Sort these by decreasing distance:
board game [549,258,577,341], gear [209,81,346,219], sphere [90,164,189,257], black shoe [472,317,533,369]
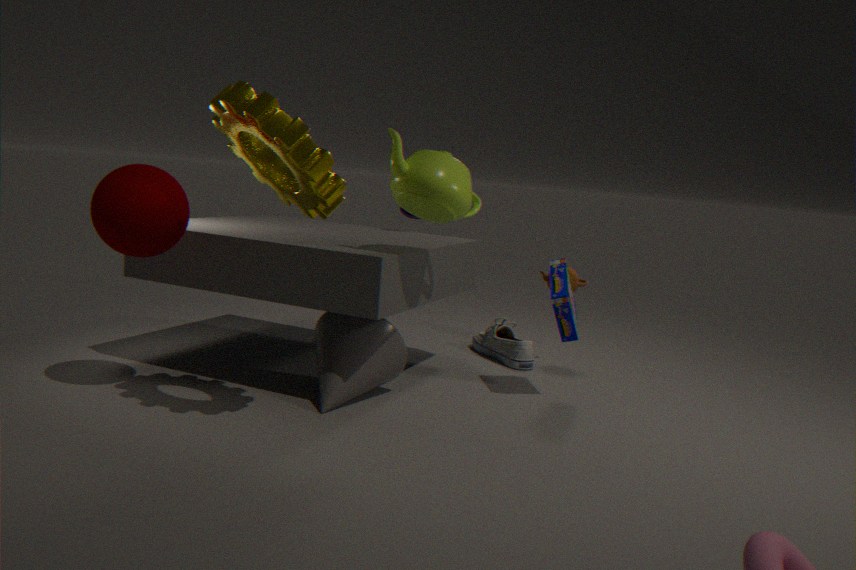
black shoe [472,317,533,369]
board game [549,258,577,341]
sphere [90,164,189,257]
gear [209,81,346,219]
